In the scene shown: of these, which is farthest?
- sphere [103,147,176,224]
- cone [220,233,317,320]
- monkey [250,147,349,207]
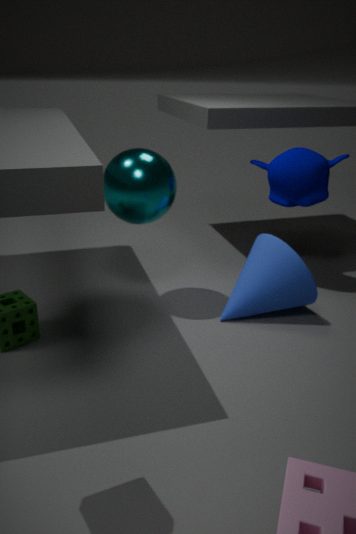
monkey [250,147,349,207]
